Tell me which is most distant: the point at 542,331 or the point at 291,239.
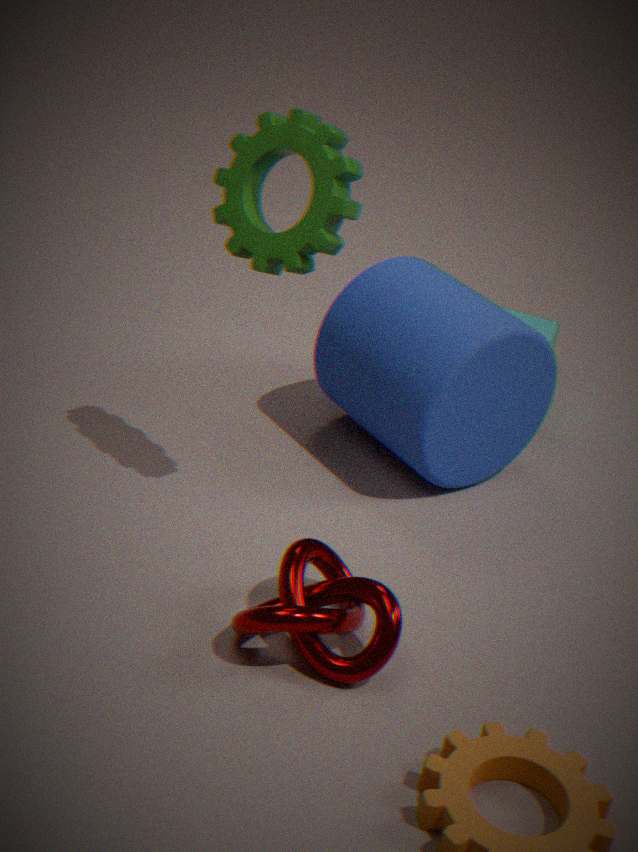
the point at 542,331
